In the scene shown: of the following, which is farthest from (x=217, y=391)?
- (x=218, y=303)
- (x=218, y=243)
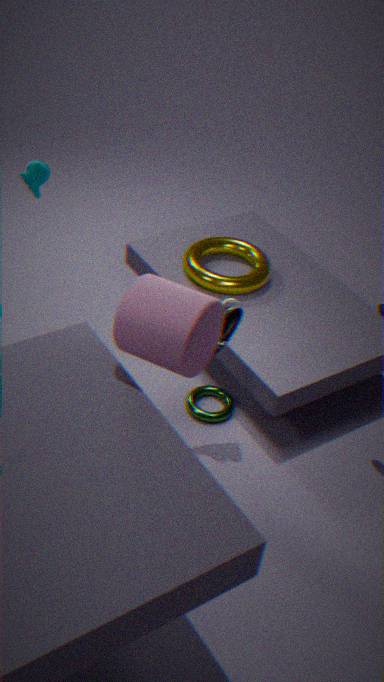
(x=218, y=303)
